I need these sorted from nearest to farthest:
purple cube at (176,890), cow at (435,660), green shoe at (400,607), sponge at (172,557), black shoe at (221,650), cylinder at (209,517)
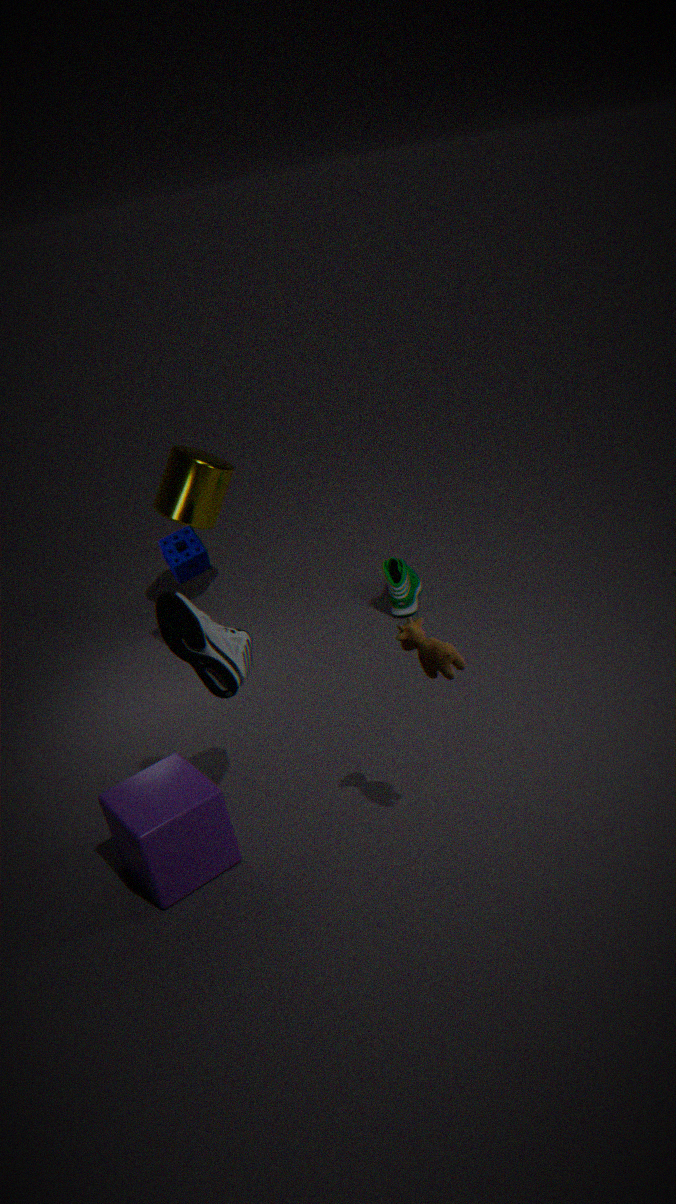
cow at (435,660), purple cube at (176,890), black shoe at (221,650), sponge at (172,557), green shoe at (400,607), cylinder at (209,517)
